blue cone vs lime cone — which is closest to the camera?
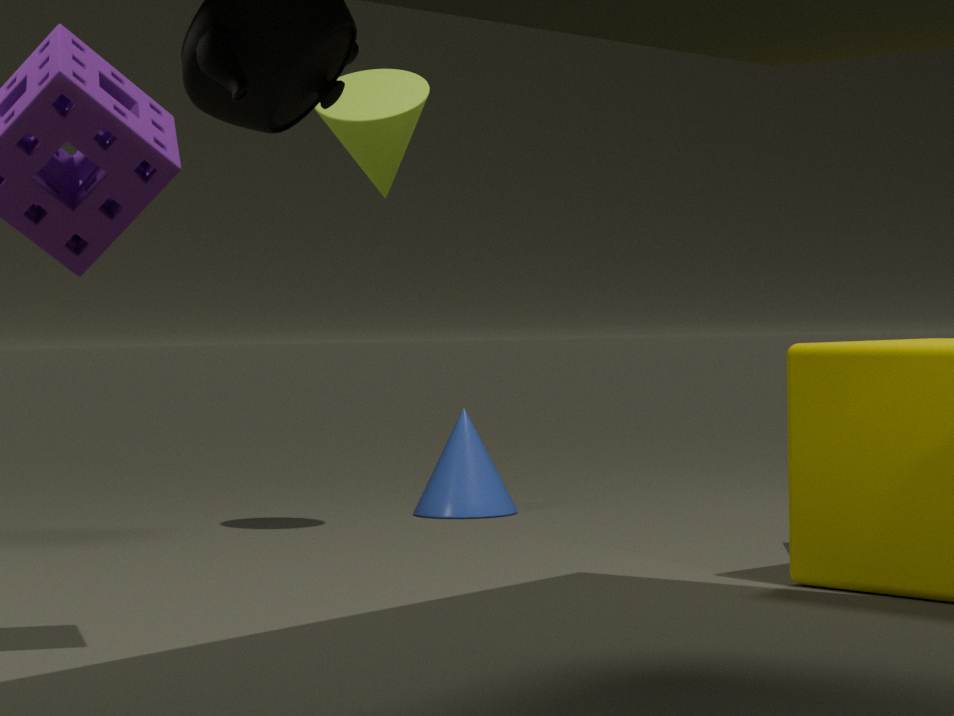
lime cone
